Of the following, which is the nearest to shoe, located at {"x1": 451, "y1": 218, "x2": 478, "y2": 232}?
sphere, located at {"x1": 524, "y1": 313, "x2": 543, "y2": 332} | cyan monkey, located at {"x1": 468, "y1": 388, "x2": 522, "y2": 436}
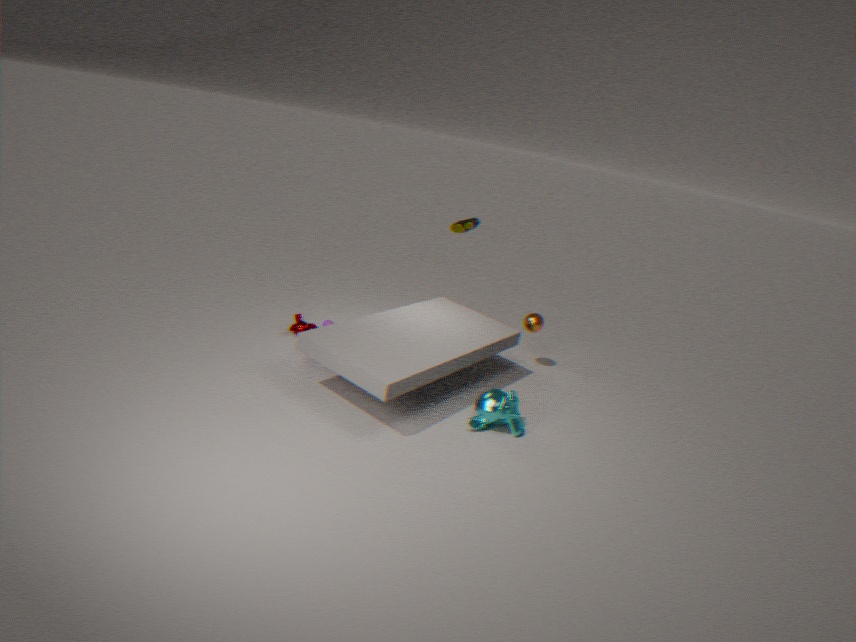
sphere, located at {"x1": 524, "y1": 313, "x2": 543, "y2": 332}
